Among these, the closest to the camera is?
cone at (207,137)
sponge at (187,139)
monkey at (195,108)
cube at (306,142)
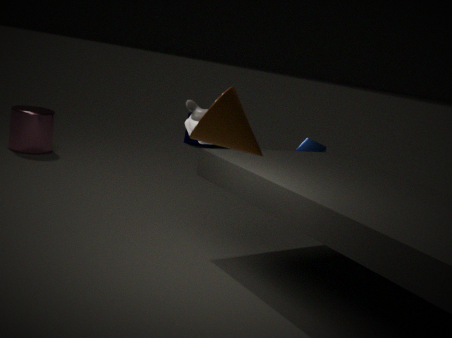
cone at (207,137)
